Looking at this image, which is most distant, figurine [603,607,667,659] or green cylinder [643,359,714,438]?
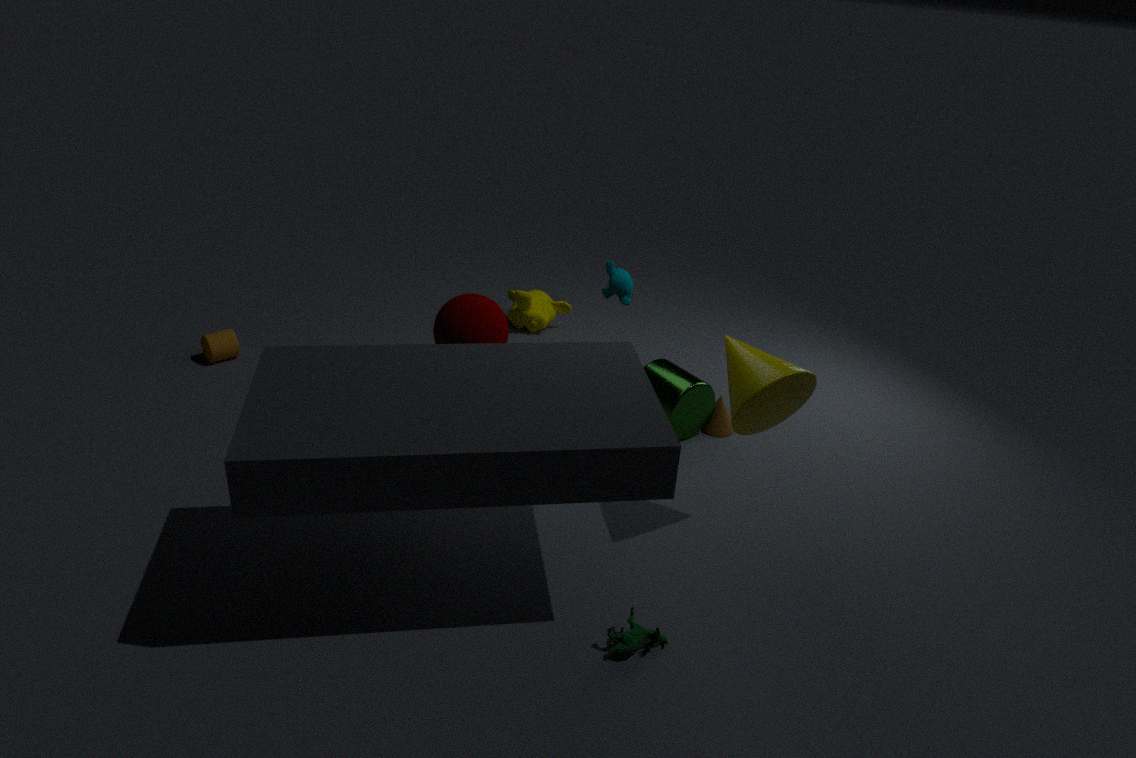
green cylinder [643,359,714,438]
